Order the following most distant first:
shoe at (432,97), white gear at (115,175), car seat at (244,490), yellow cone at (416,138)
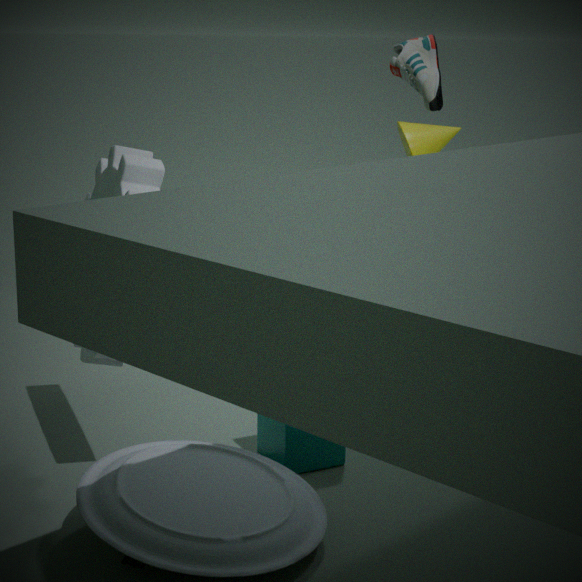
yellow cone at (416,138)
shoe at (432,97)
white gear at (115,175)
car seat at (244,490)
